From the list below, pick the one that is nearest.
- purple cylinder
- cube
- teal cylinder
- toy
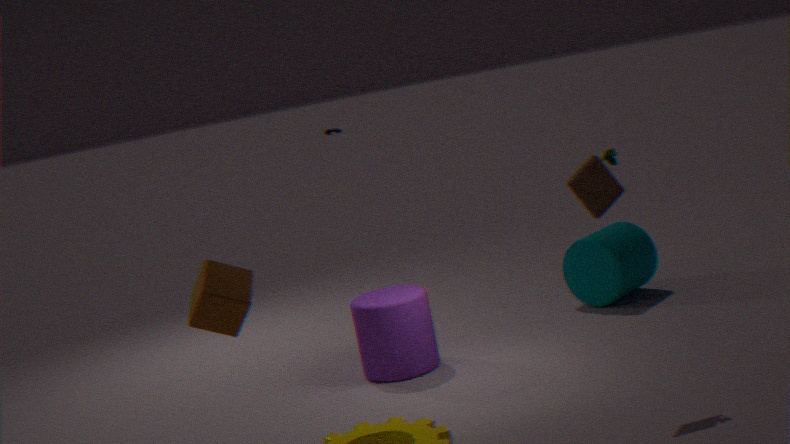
cube
